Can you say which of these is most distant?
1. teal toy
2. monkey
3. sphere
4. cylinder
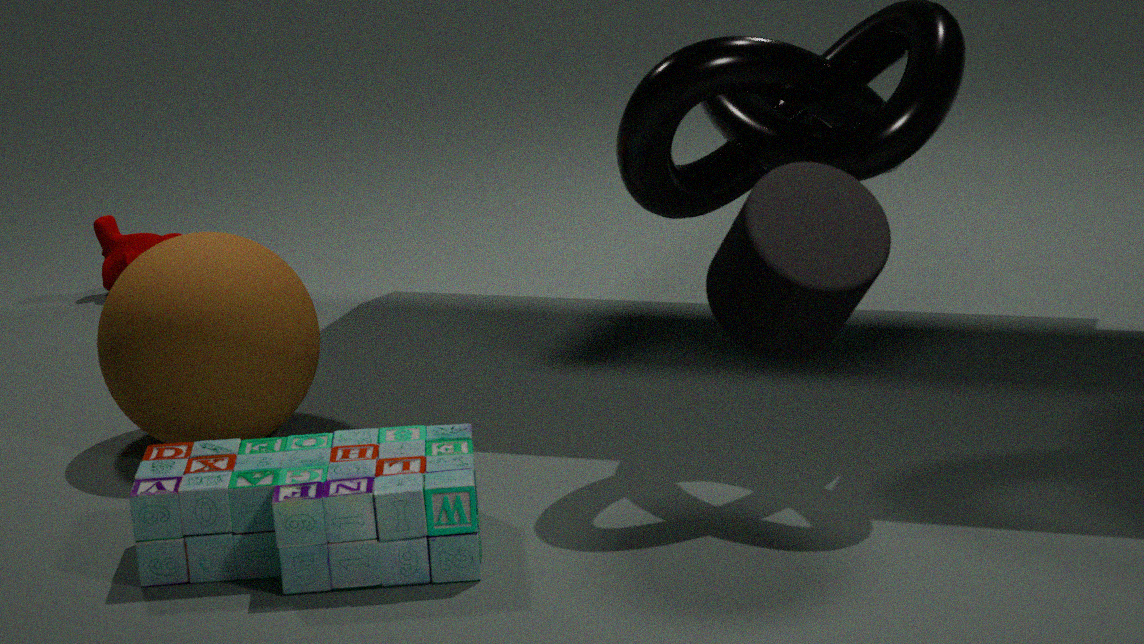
monkey
